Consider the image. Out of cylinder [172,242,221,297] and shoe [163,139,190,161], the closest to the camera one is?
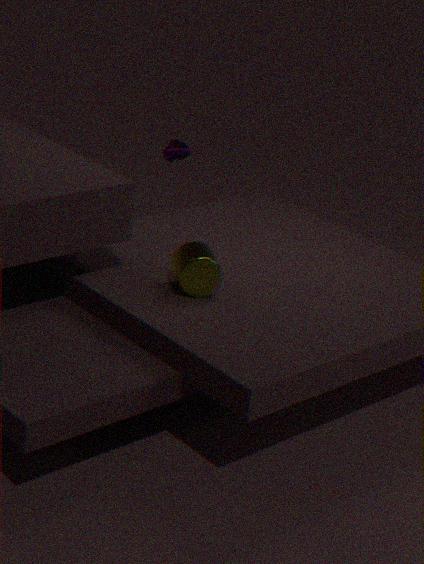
cylinder [172,242,221,297]
